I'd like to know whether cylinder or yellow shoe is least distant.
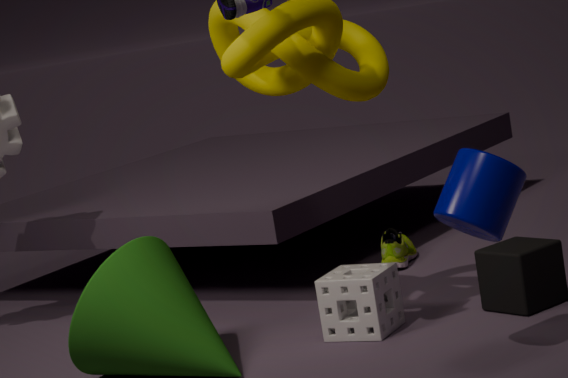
cylinder
